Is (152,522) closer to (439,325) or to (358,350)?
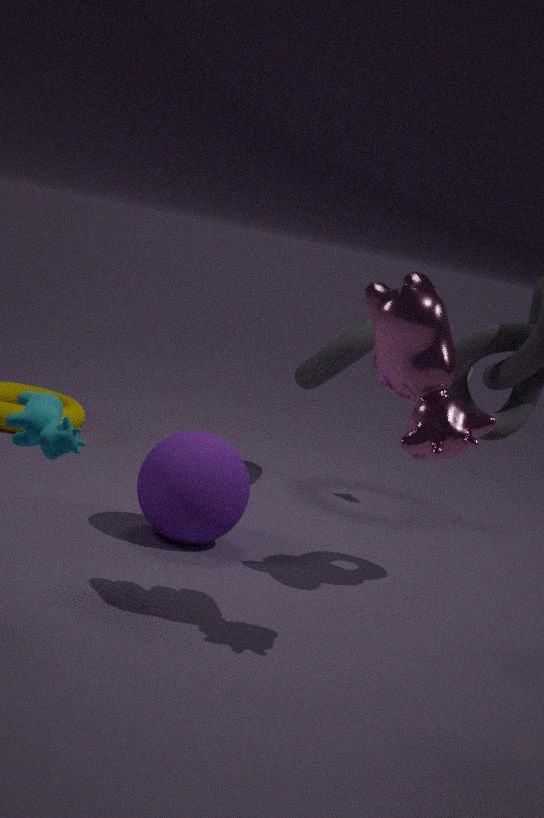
(439,325)
